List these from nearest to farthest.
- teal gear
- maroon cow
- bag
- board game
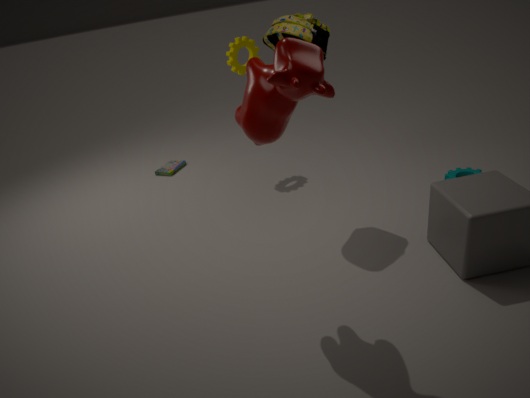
1. maroon cow
2. bag
3. teal gear
4. board game
